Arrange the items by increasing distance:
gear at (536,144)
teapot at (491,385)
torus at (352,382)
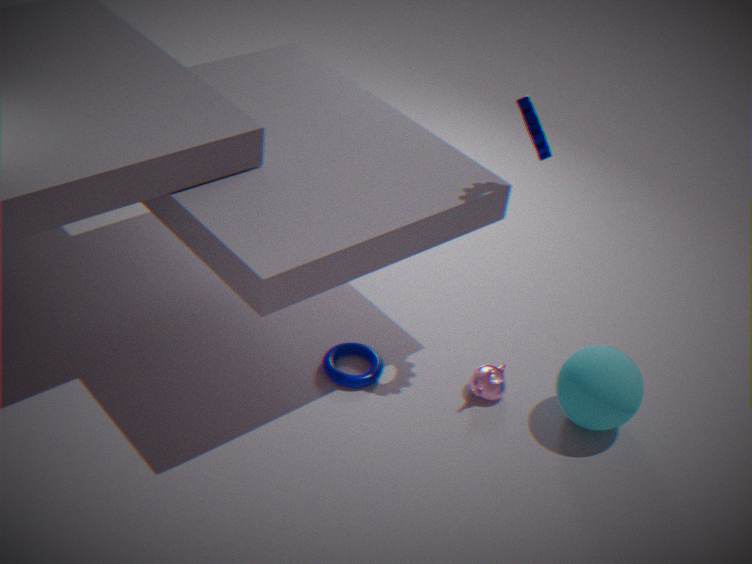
gear at (536,144), teapot at (491,385), torus at (352,382)
